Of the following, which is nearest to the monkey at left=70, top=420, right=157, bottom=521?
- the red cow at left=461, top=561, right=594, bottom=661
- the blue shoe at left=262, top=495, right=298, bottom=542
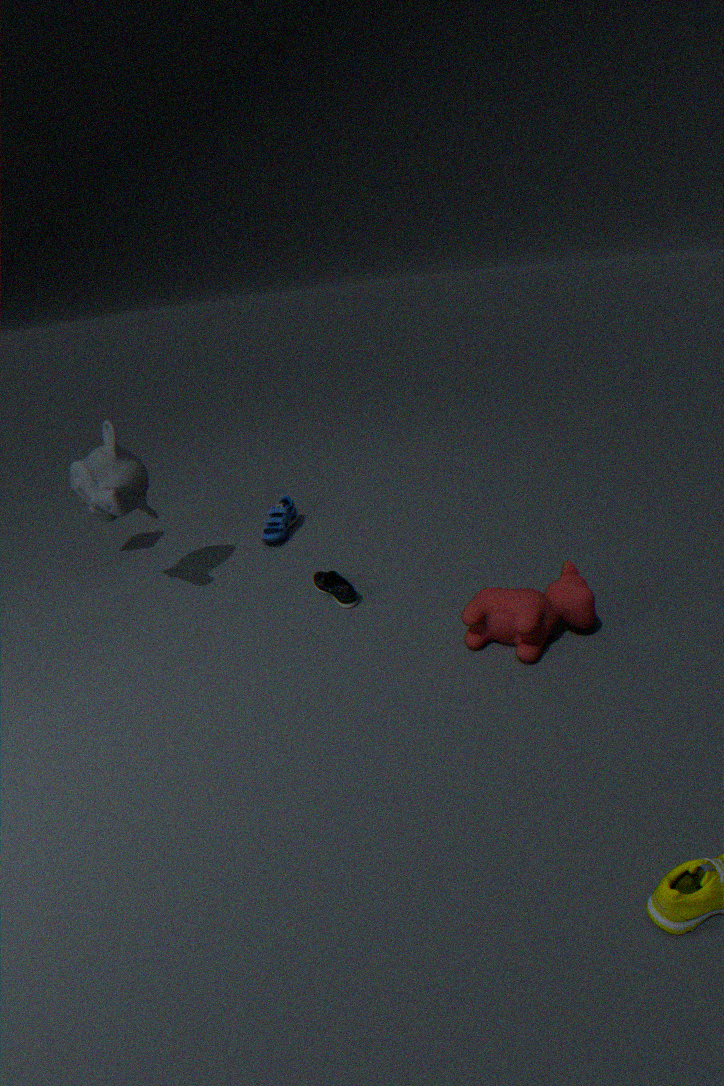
the blue shoe at left=262, top=495, right=298, bottom=542
